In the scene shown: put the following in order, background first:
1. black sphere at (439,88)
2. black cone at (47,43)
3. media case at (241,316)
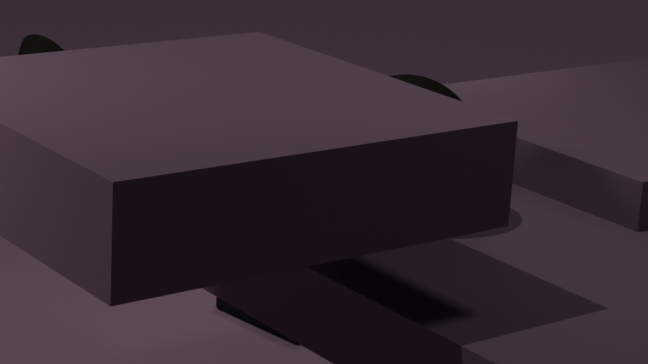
black cone at (47,43) < media case at (241,316) < black sphere at (439,88)
